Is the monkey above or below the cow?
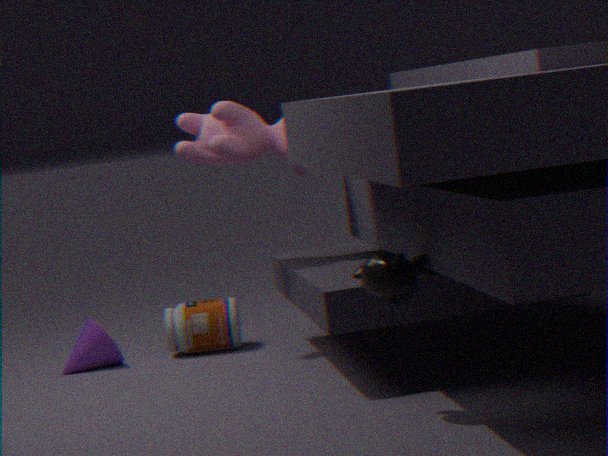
below
